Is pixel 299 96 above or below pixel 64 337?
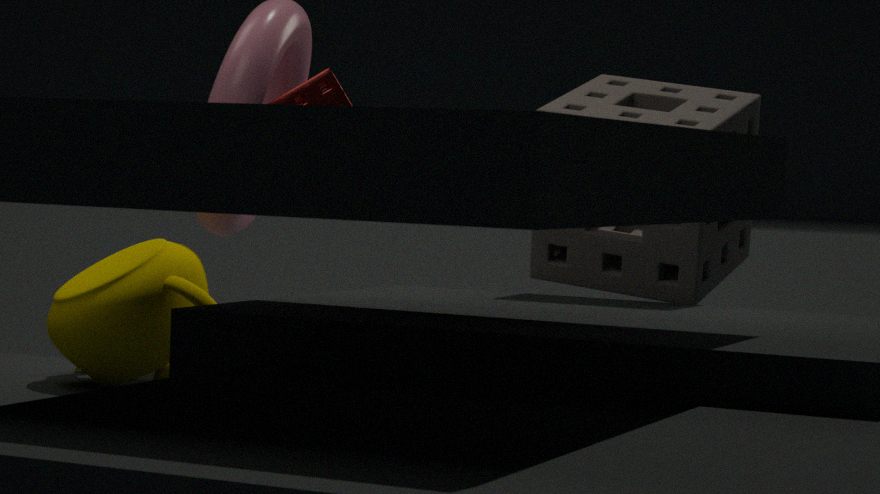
above
